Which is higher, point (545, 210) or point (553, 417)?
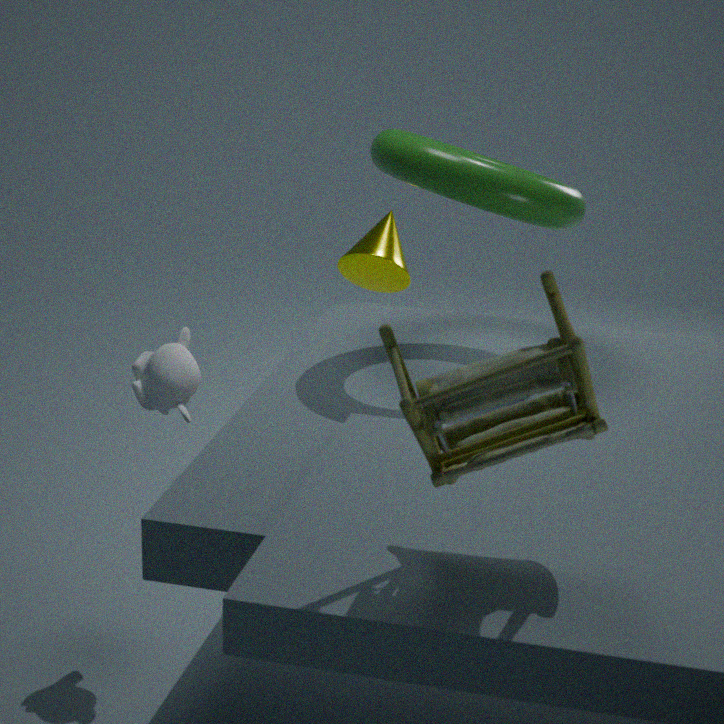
point (545, 210)
